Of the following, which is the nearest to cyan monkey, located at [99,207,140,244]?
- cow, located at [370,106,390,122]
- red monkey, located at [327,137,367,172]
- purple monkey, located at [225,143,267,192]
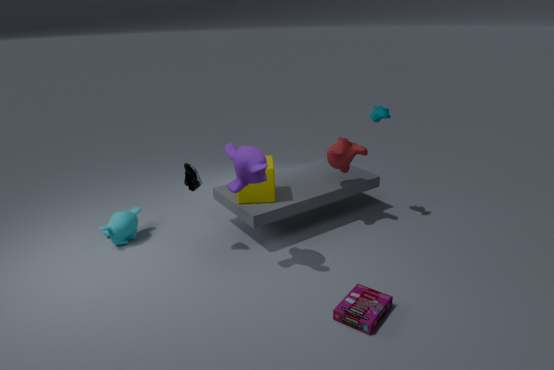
purple monkey, located at [225,143,267,192]
